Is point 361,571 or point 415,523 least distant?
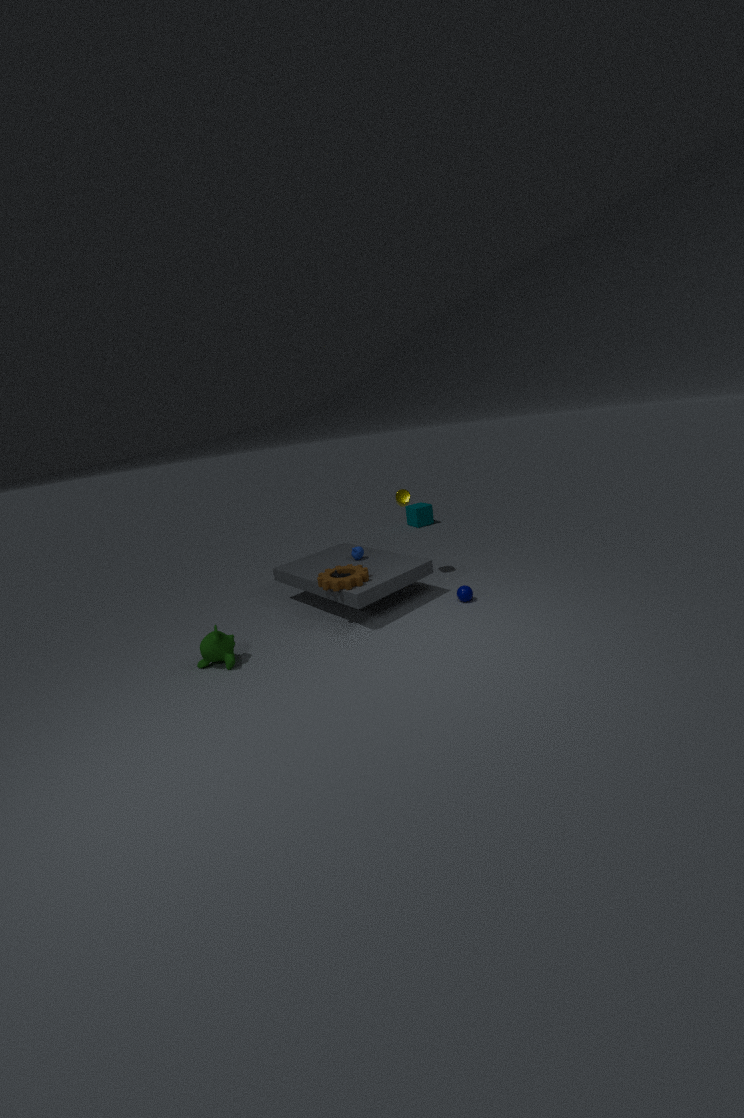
point 361,571
